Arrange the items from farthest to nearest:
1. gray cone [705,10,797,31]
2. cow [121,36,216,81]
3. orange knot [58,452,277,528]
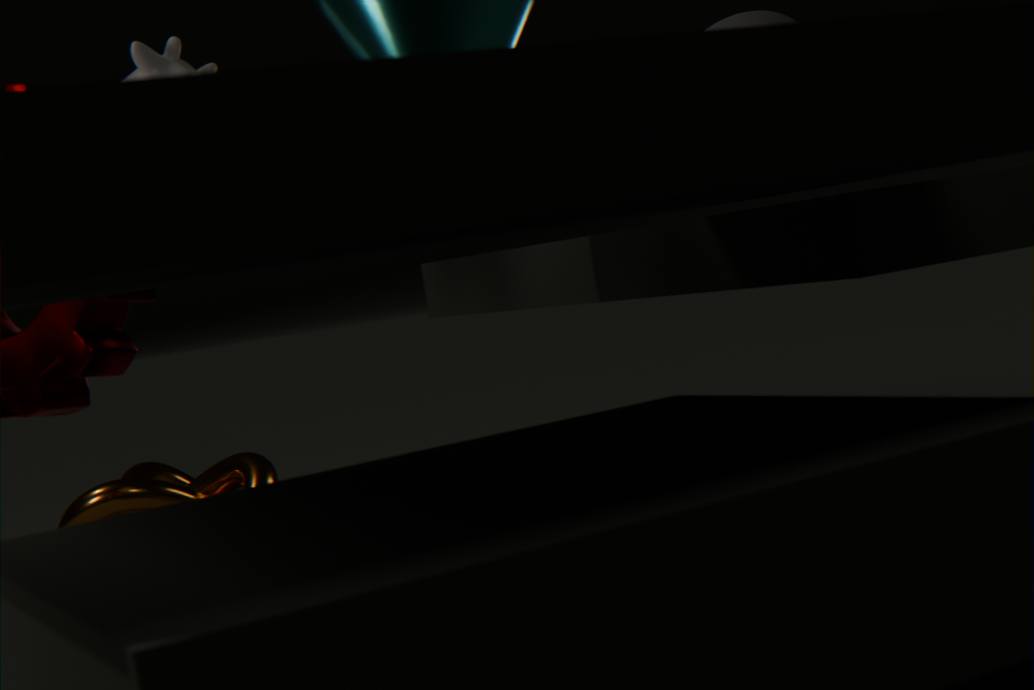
orange knot [58,452,277,528], gray cone [705,10,797,31], cow [121,36,216,81]
